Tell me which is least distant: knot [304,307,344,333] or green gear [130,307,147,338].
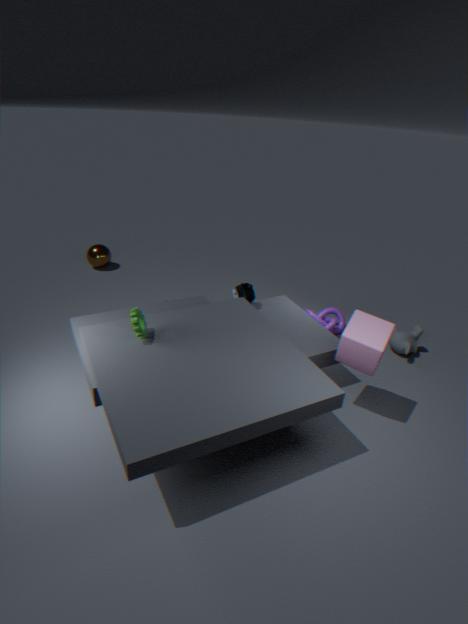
green gear [130,307,147,338]
